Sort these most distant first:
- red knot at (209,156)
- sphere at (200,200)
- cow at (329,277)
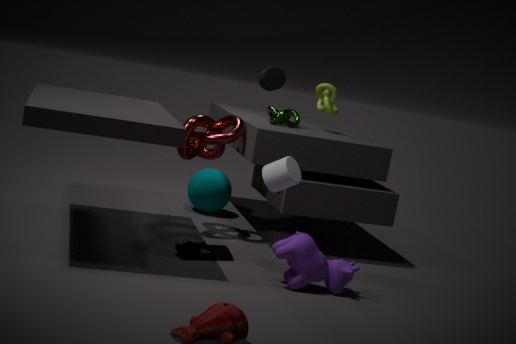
sphere at (200,200) → red knot at (209,156) → cow at (329,277)
